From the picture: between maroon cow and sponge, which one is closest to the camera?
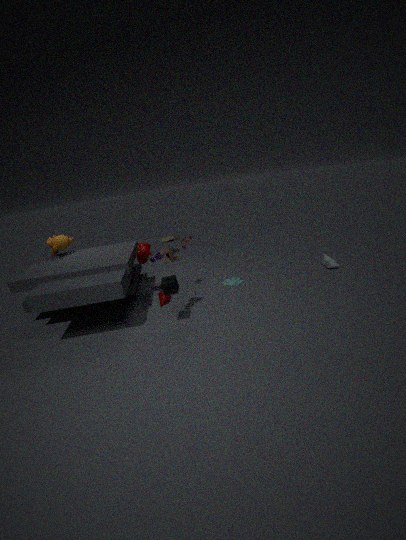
sponge
